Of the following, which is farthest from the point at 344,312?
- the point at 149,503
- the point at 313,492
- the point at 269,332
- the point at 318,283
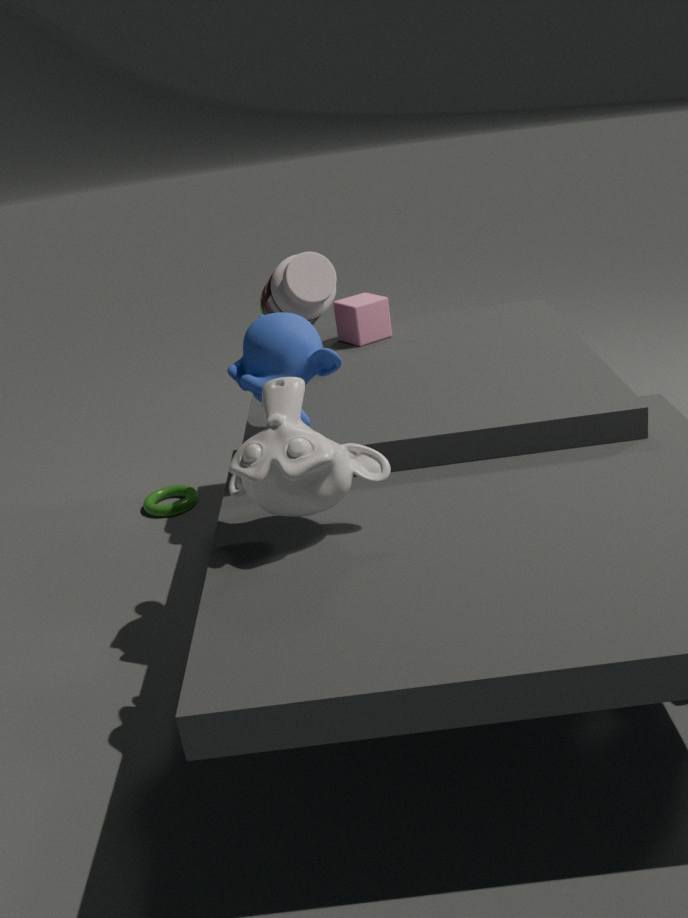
the point at 313,492
